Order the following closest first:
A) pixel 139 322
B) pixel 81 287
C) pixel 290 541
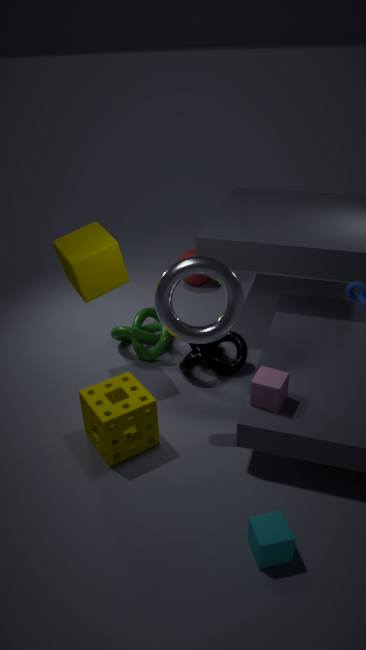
pixel 290 541 → pixel 81 287 → pixel 139 322
